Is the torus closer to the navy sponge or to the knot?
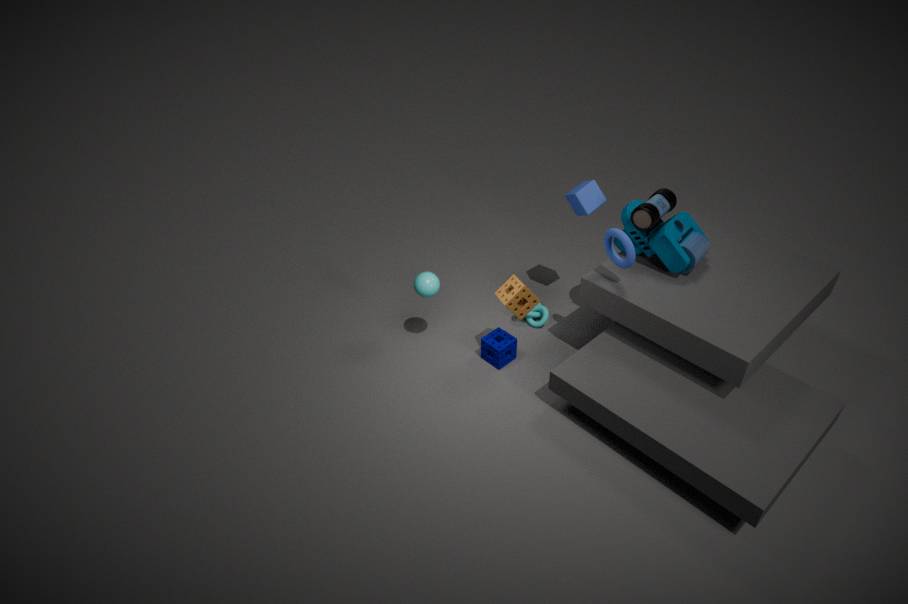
the knot
